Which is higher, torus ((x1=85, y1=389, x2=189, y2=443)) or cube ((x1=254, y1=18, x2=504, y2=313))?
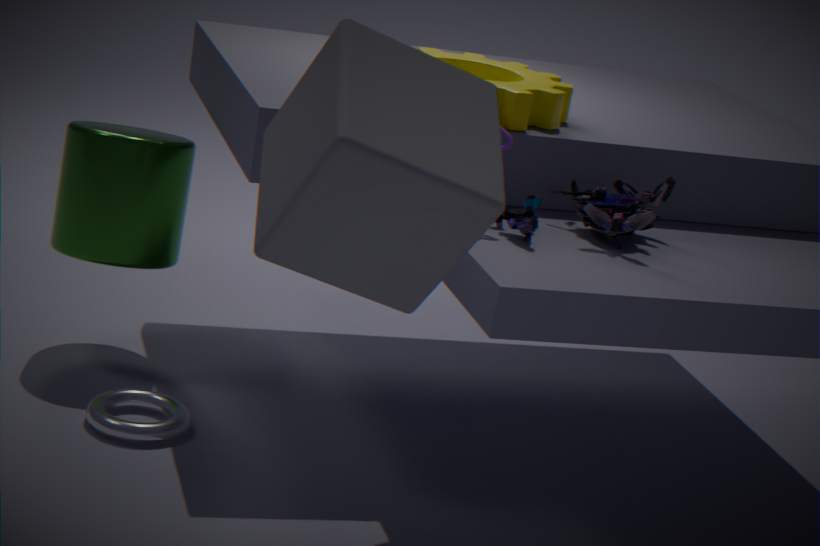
cube ((x1=254, y1=18, x2=504, y2=313))
